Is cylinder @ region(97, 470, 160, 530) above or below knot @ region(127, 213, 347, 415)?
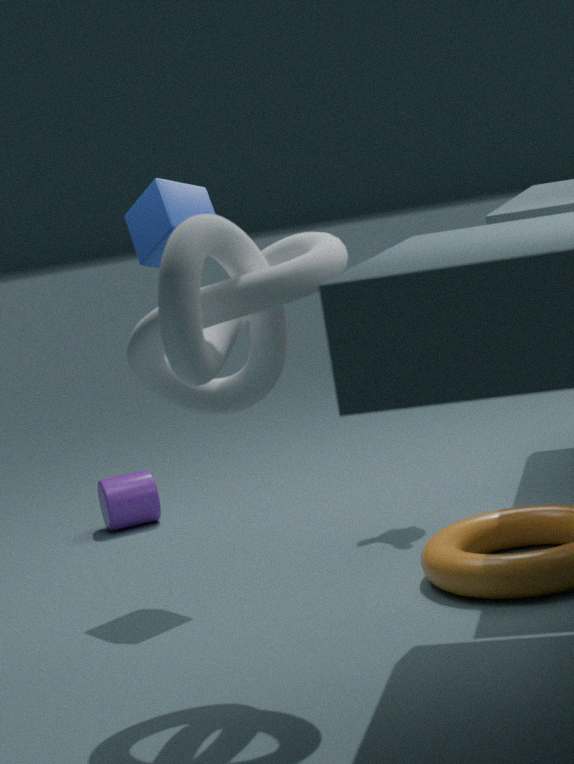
below
